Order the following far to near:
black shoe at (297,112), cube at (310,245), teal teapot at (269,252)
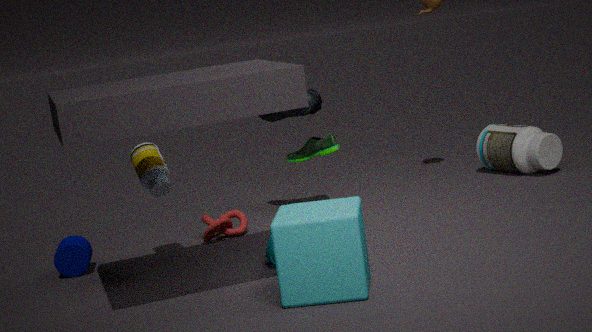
black shoe at (297,112)
teal teapot at (269,252)
cube at (310,245)
